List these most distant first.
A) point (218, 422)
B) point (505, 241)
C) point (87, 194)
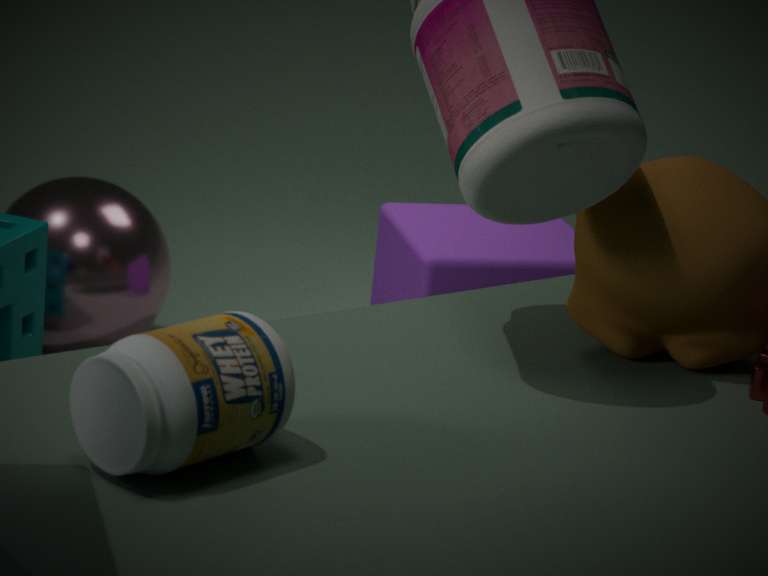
point (87, 194), point (505, 241), point (218, 422)
